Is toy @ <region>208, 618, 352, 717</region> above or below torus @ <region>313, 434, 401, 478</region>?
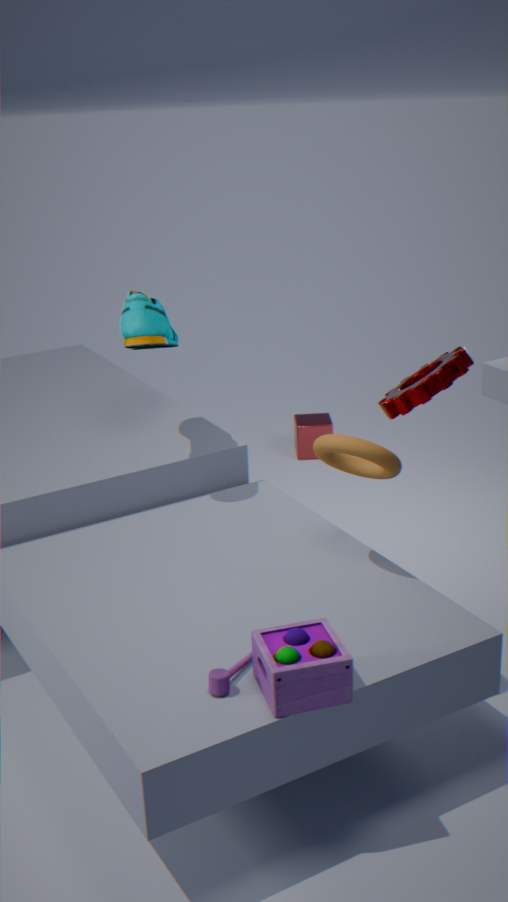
below
